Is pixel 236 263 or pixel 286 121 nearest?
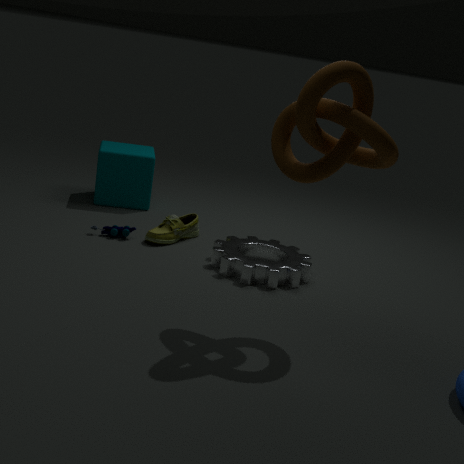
pixel 286 121
